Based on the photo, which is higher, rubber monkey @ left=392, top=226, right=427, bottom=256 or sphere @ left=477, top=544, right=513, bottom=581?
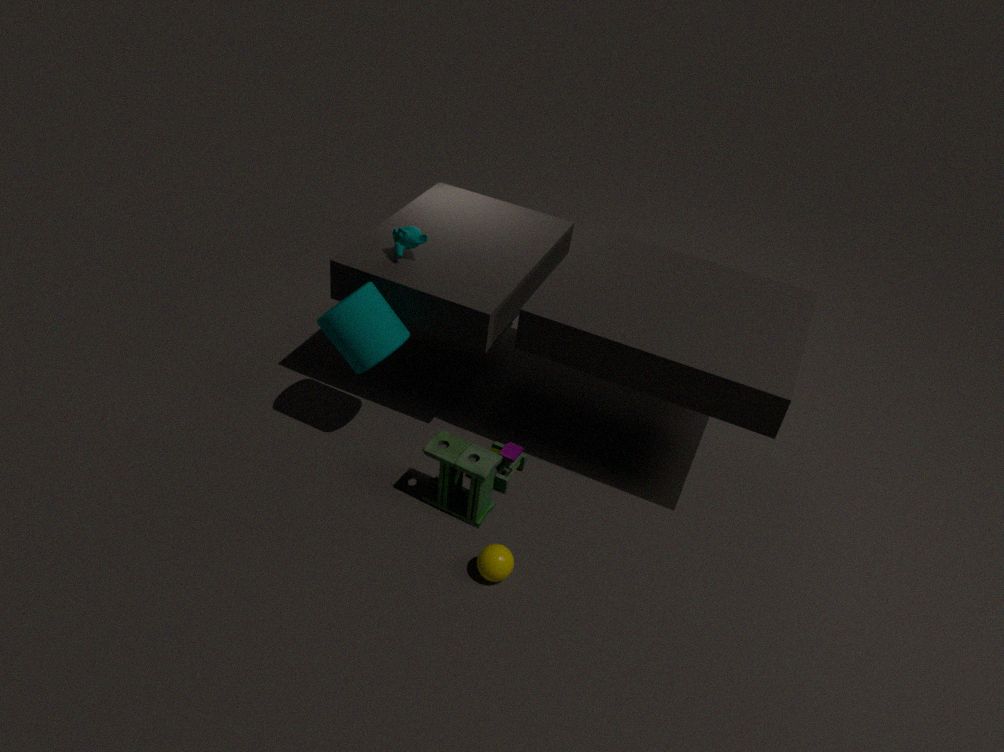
rubber monkey @ left=392, top=226, right=427, bottom=256
